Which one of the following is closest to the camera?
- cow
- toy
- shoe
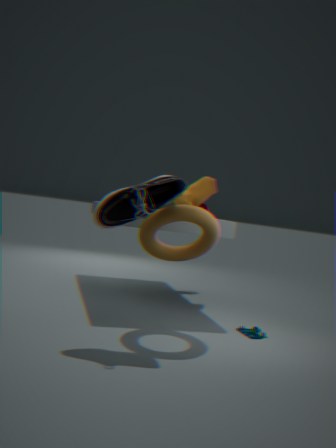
shoe
